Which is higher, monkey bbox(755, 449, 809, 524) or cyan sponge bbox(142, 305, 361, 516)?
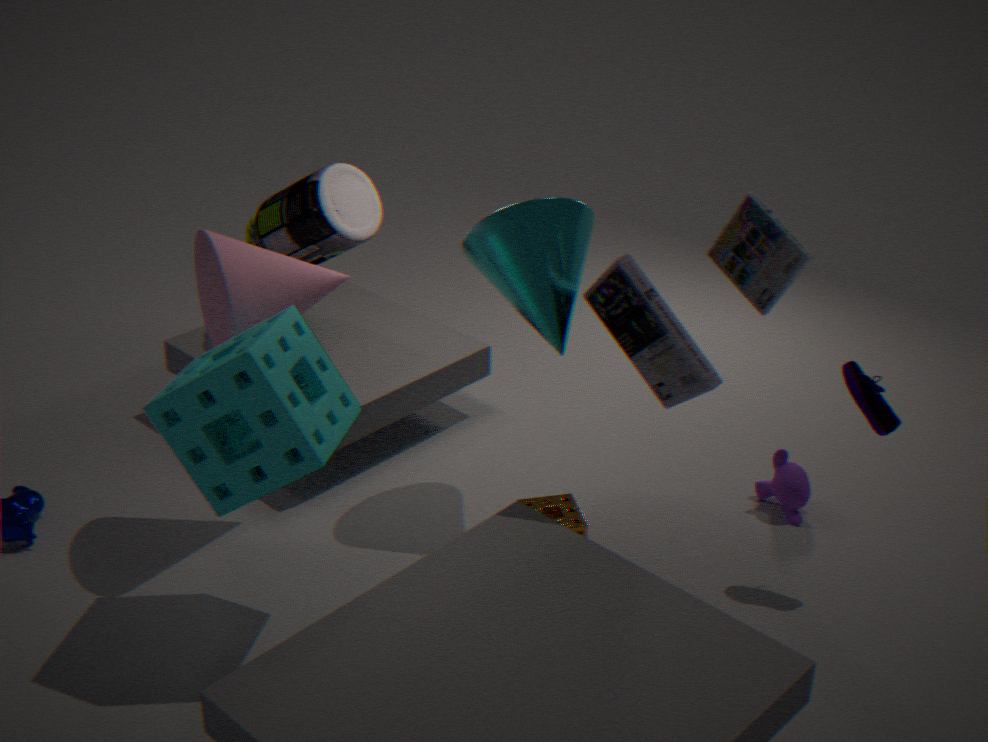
cyan sponge bbox(142, 305, 361, 516)
